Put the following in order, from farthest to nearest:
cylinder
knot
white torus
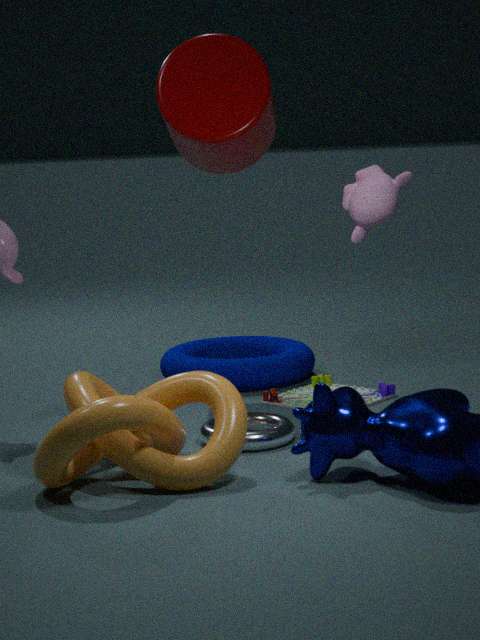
cylinder
white torus
knot
